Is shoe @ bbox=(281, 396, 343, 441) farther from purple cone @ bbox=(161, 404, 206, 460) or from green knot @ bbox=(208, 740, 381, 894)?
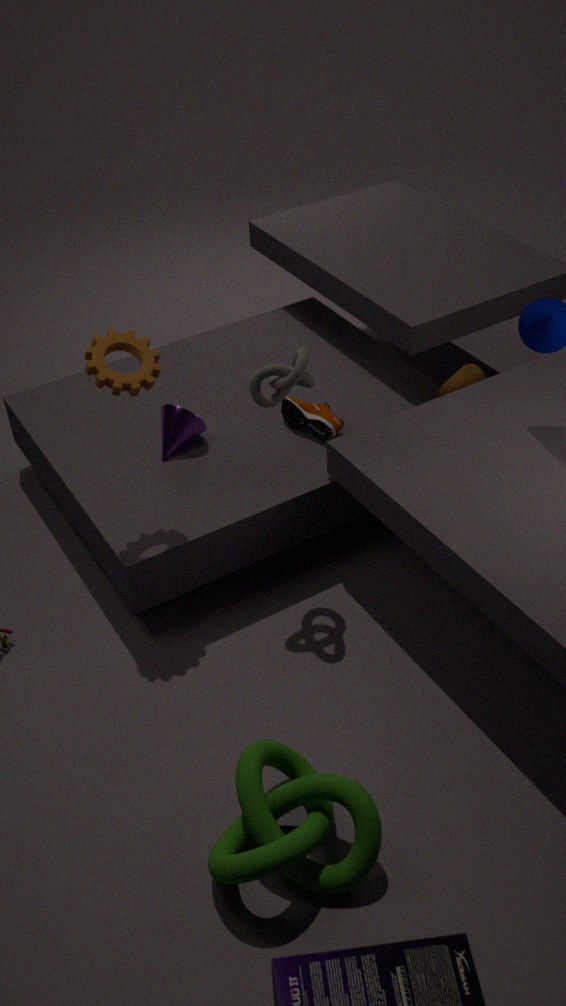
Answer: green knot @ bbox=(208, 740, 381, 894)
